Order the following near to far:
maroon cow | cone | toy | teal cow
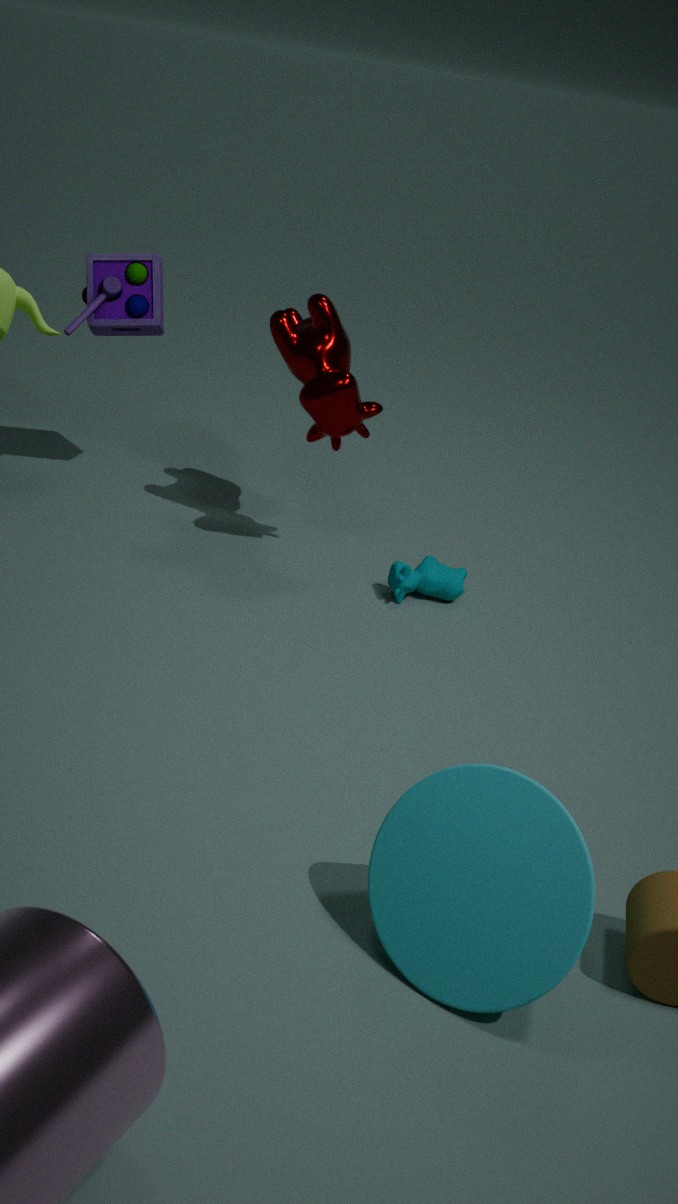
cone
maroon cow
teal cow
toy
